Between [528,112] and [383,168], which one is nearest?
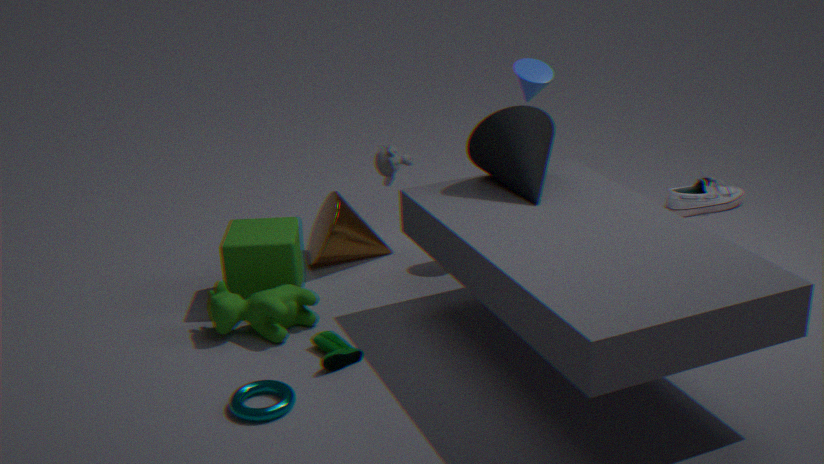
[528,112]
